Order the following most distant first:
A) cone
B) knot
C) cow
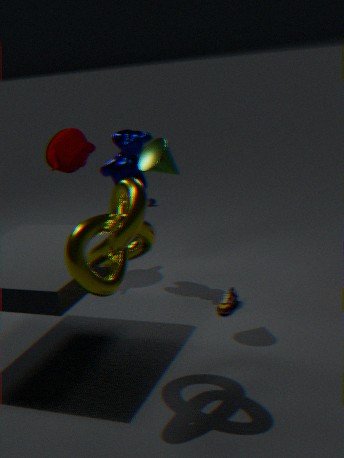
cow, cone, knot
